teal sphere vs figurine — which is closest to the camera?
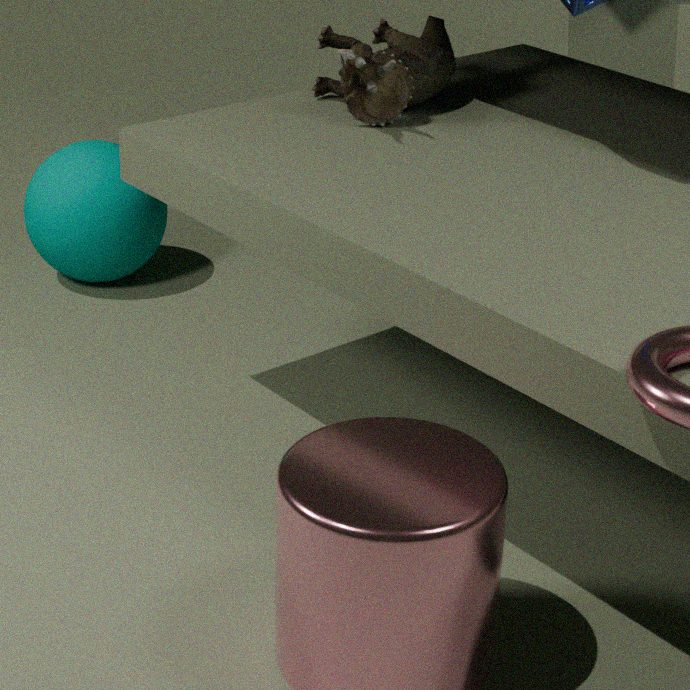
figurine
